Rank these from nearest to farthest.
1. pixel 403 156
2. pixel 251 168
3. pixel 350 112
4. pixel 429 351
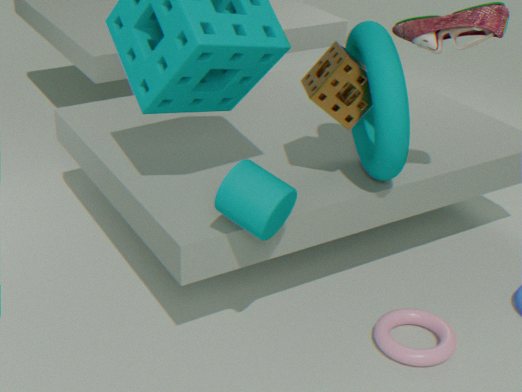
1. pixel 251 168
2. pixel 429 351
3. pixel 403 156
4. pixel 350 112
